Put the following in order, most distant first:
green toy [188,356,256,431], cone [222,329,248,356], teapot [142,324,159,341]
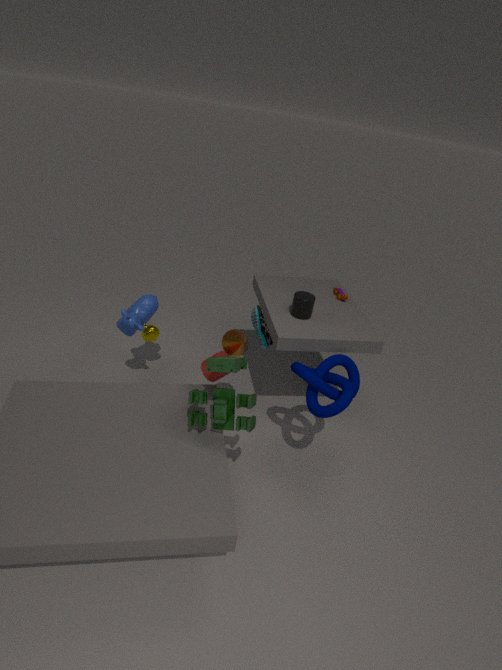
teapot [142,324,159,341]
cone [222,329,248,356]
green toy [188,356,256,431]
